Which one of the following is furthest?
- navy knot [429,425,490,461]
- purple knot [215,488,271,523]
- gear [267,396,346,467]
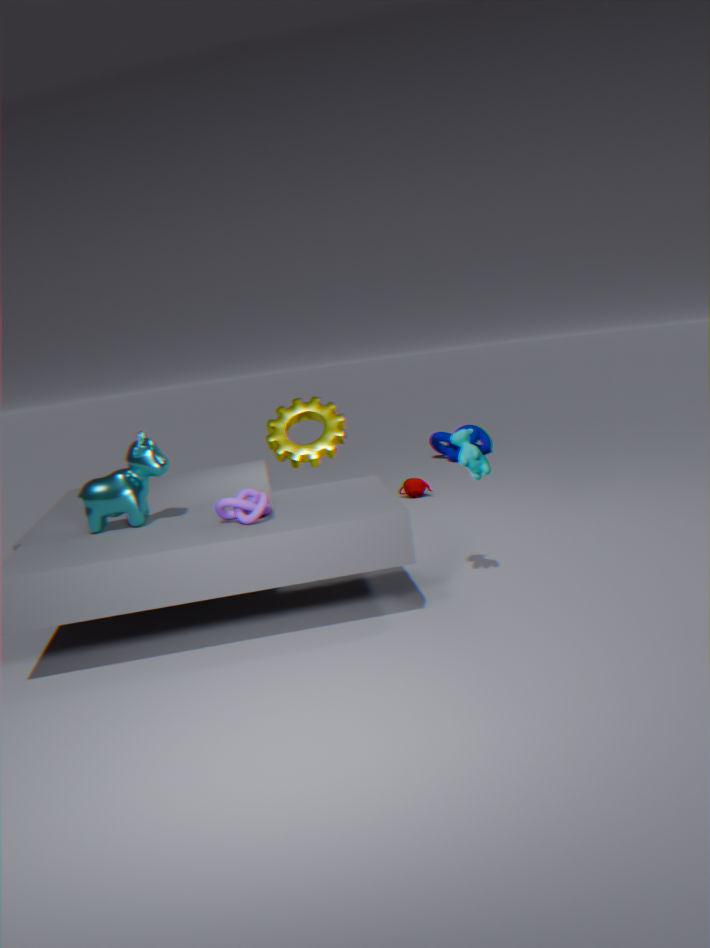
navy knot [429,425,490,461]
